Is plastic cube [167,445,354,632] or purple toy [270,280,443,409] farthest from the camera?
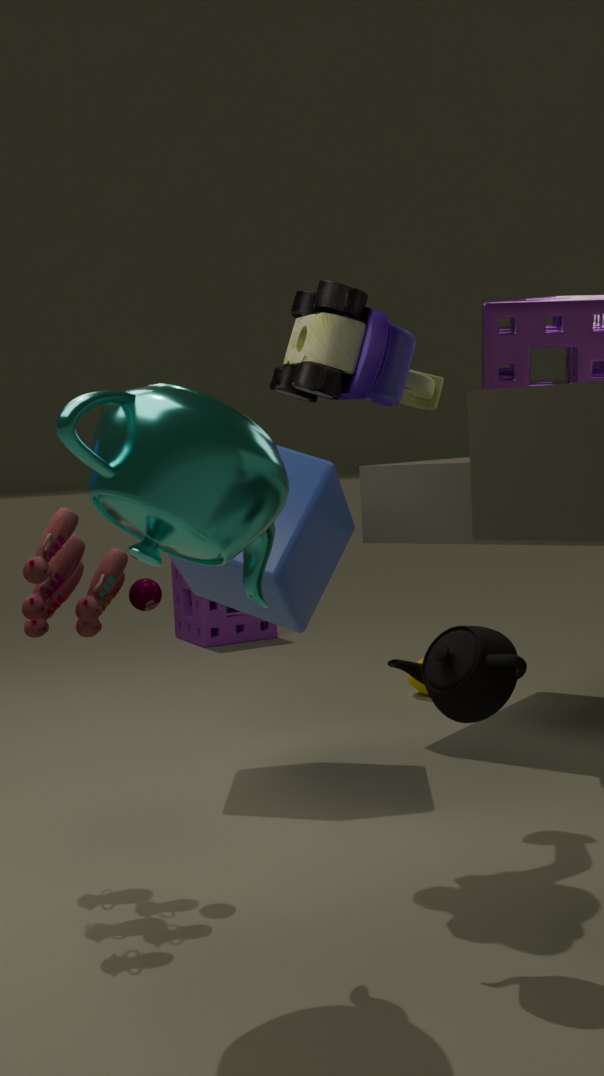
plastic cube [167,445,354,632]
